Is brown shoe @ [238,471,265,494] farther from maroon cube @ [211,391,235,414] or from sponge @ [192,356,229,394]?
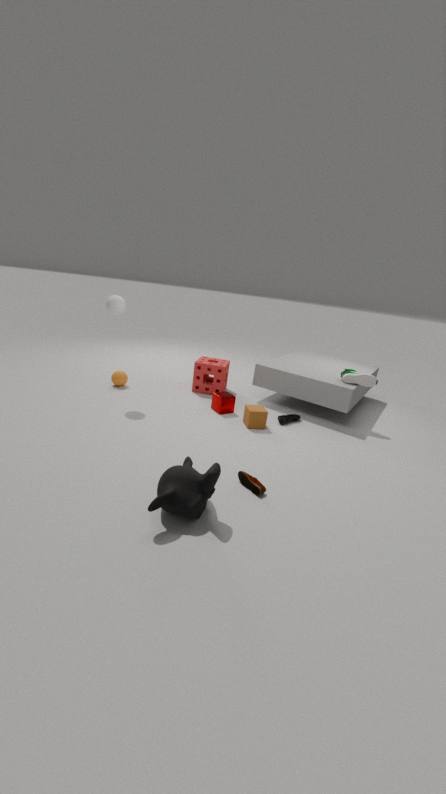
sponge @ [192,356,229,394]
